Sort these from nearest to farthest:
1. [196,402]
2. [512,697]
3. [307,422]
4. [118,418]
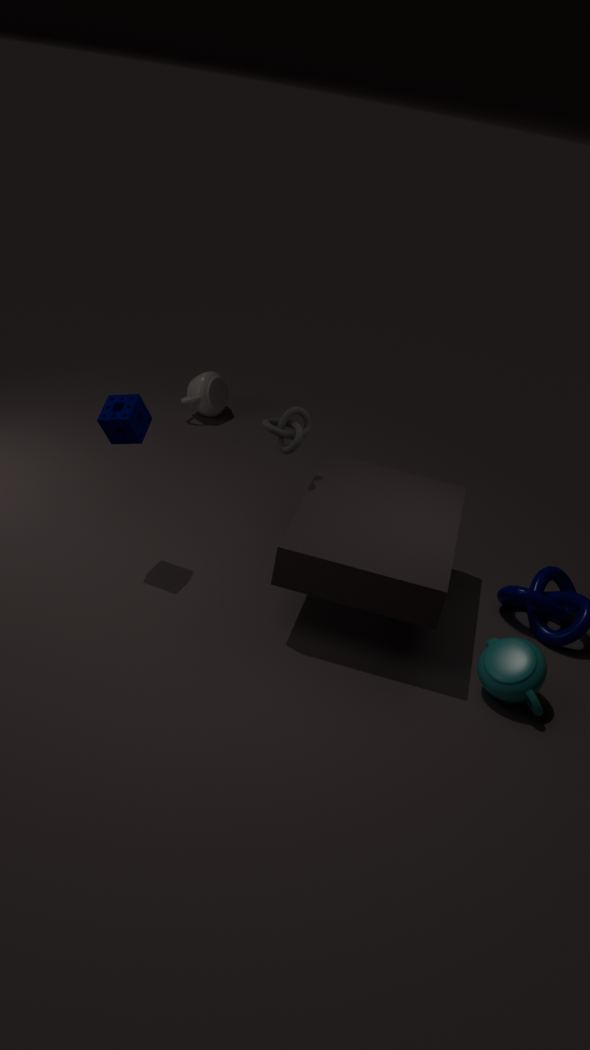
[512,697] → [118,418] → [307,422] → [196,402]
